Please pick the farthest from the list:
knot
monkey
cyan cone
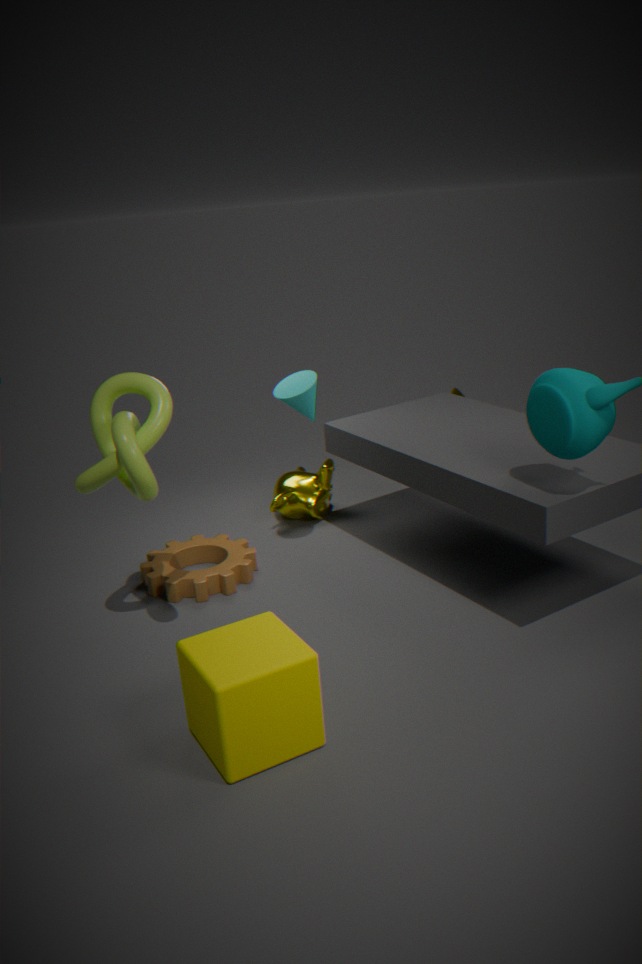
monkey
